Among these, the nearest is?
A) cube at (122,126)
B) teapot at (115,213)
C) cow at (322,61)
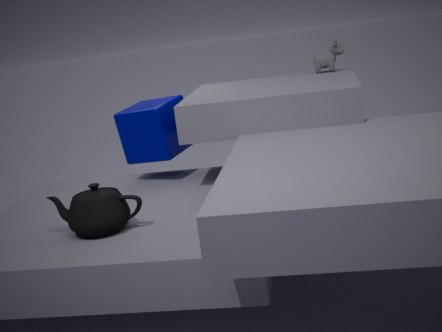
teapot at (115,213)
